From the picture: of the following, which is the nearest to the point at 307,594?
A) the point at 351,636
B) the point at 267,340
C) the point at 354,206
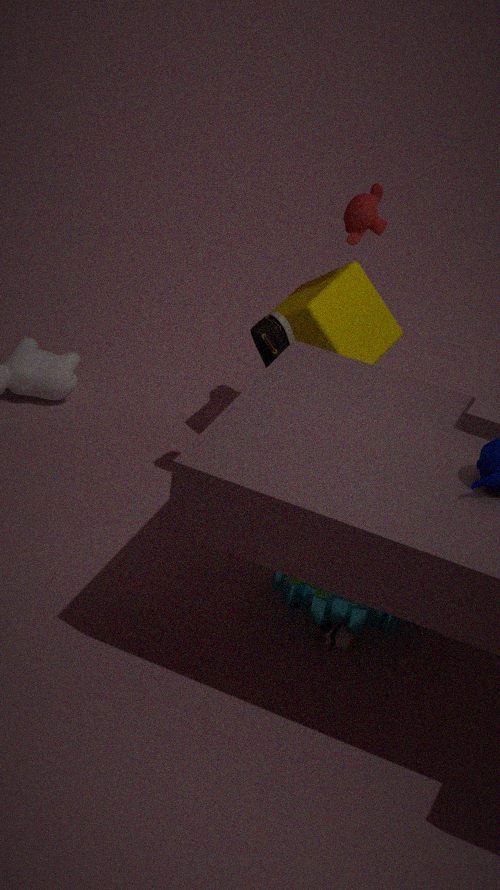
the point at 351,636
